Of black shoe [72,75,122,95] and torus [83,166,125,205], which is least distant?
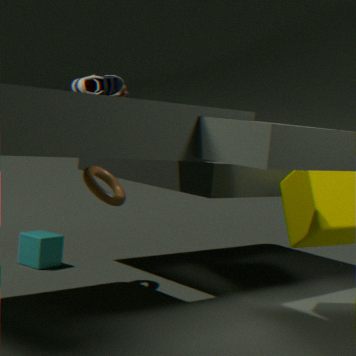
black shoe [72,75,122,95]
